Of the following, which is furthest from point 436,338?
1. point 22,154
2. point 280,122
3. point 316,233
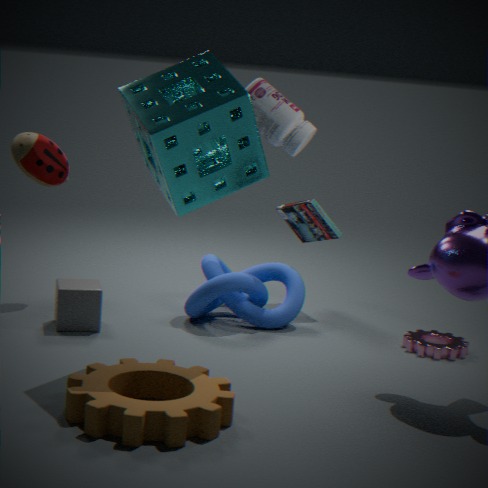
point 22,154
